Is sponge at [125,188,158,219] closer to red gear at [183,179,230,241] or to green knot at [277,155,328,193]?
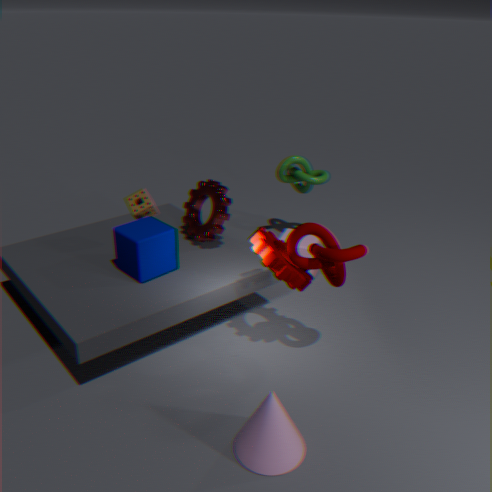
red gear at [183,179,230,241]
